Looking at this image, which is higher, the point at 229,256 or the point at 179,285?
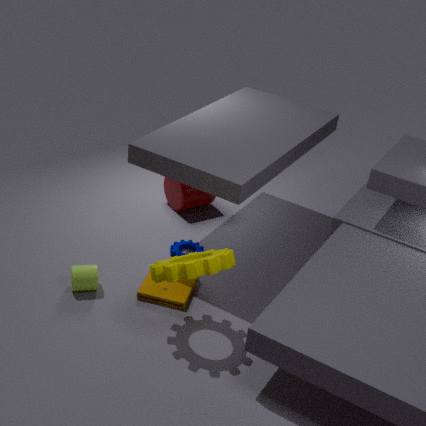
the point at 229,256
